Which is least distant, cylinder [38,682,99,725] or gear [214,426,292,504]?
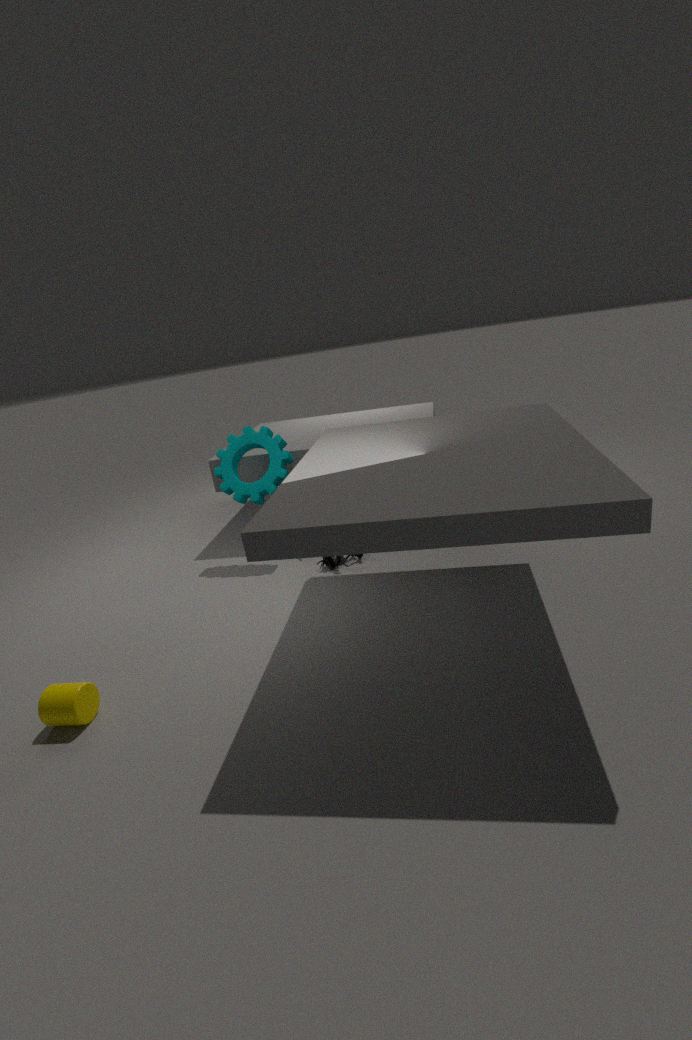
cylinder [38,682,99,725]
